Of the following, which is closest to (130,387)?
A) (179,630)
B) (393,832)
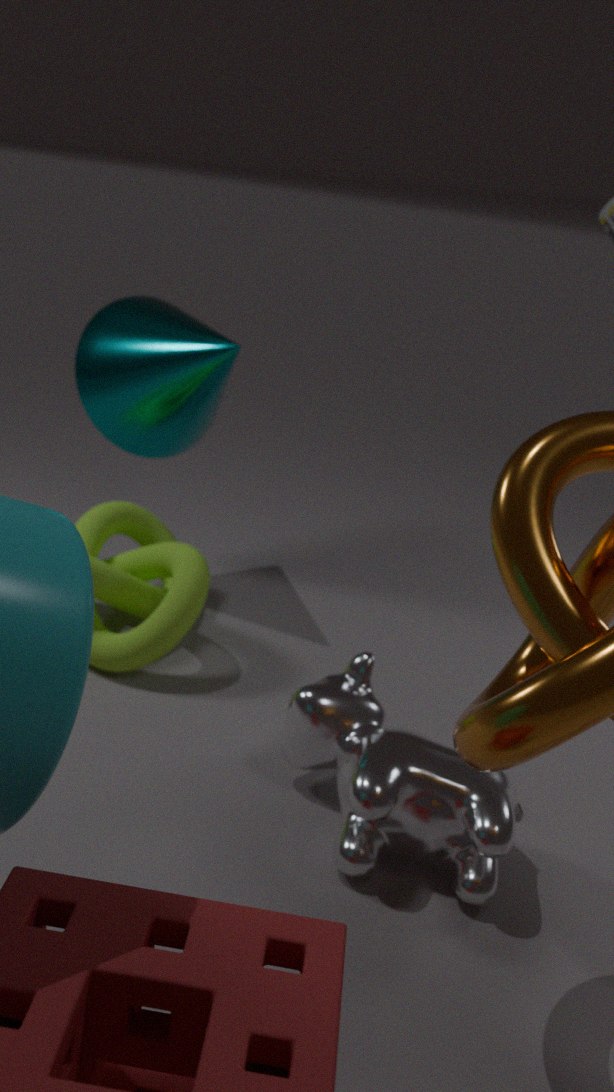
(179,630)
